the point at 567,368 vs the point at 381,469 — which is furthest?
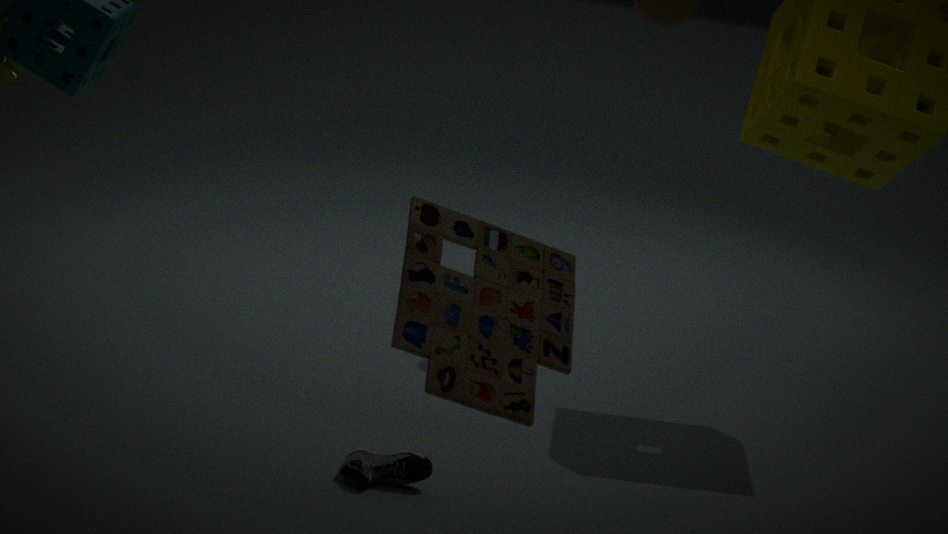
the point at 381,469
